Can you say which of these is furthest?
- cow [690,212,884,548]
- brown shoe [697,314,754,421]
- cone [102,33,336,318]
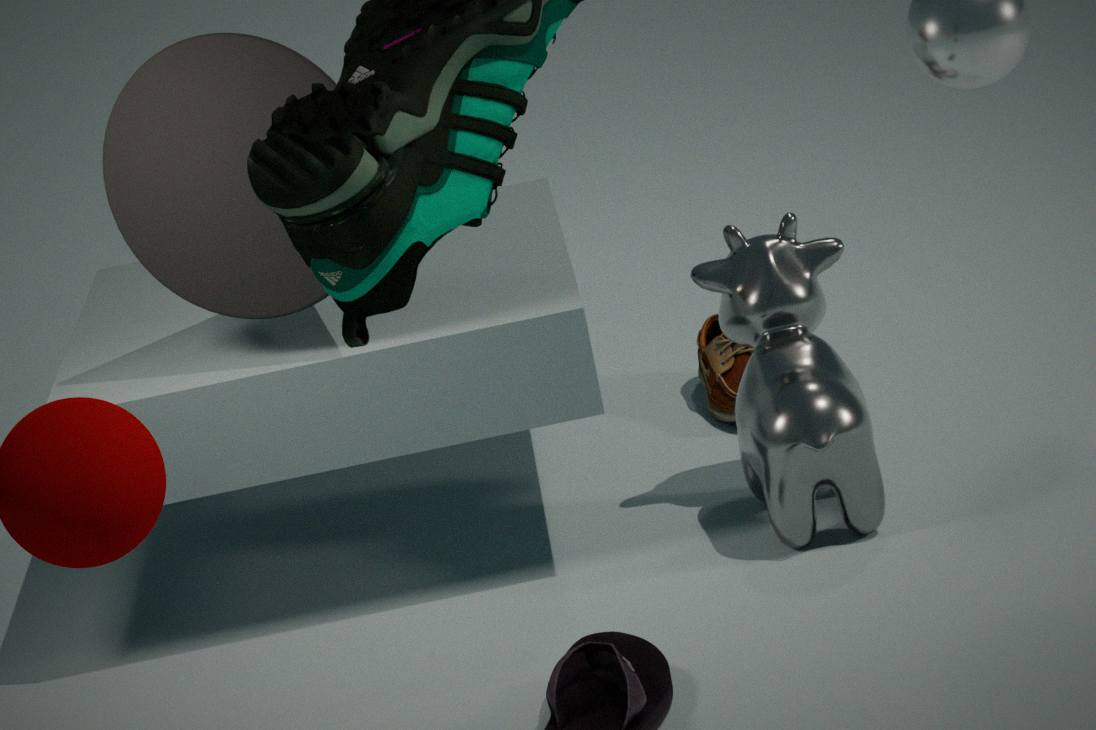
brown shoe [697,314,754,421]
